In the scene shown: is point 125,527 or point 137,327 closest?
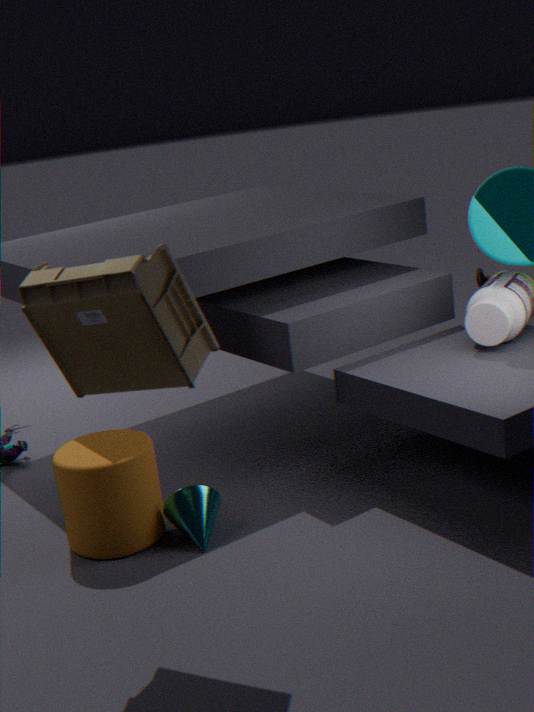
point 137,327
